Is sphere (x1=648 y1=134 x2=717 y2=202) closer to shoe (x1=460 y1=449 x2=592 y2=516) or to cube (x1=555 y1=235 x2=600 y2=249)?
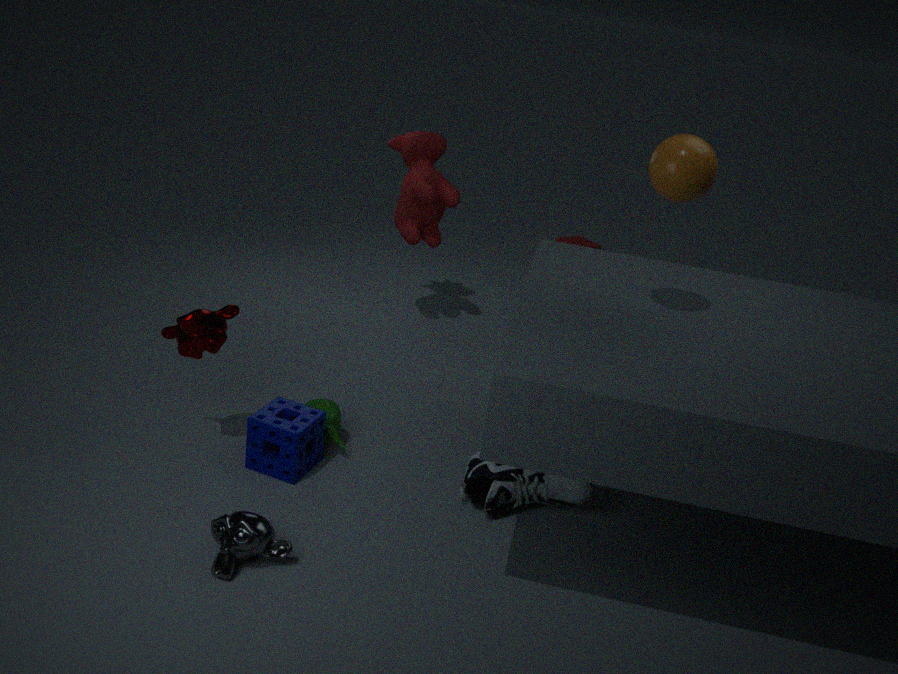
shoe (x1=460 y1=449 x2=592 y2=516)
